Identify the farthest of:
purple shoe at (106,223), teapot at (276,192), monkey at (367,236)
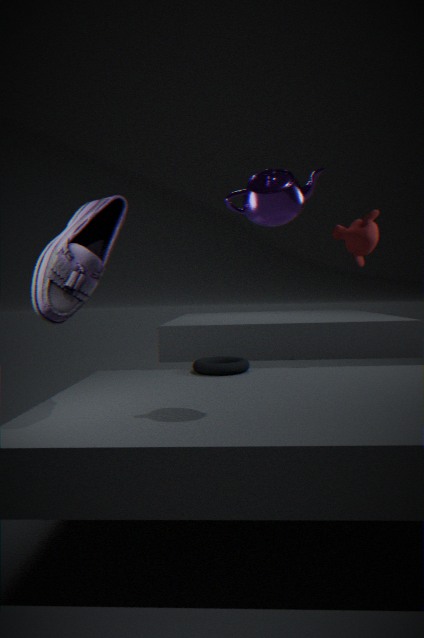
monkey at (367,236)
